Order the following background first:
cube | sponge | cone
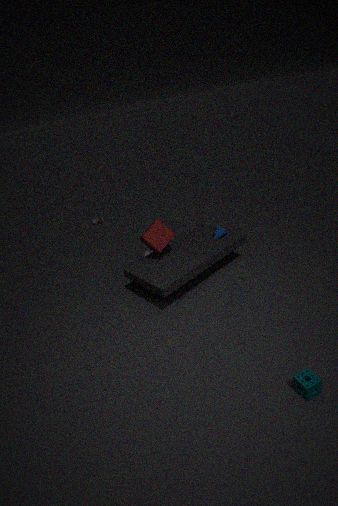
cone → cube → sponge
